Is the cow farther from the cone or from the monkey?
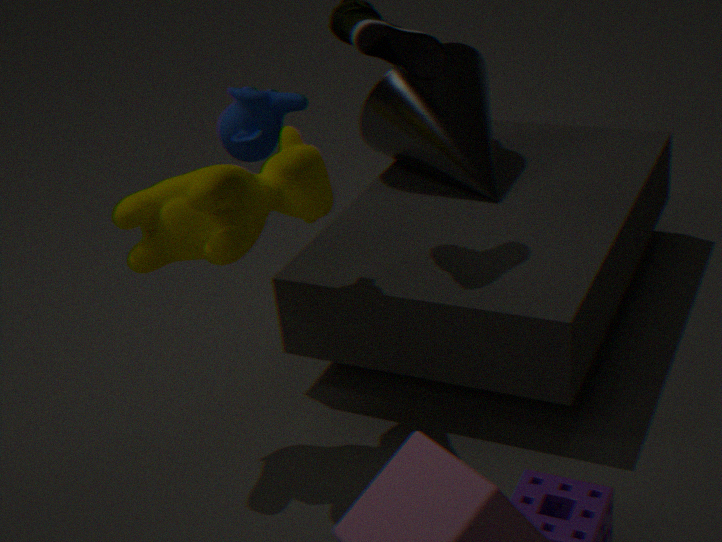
the cone
